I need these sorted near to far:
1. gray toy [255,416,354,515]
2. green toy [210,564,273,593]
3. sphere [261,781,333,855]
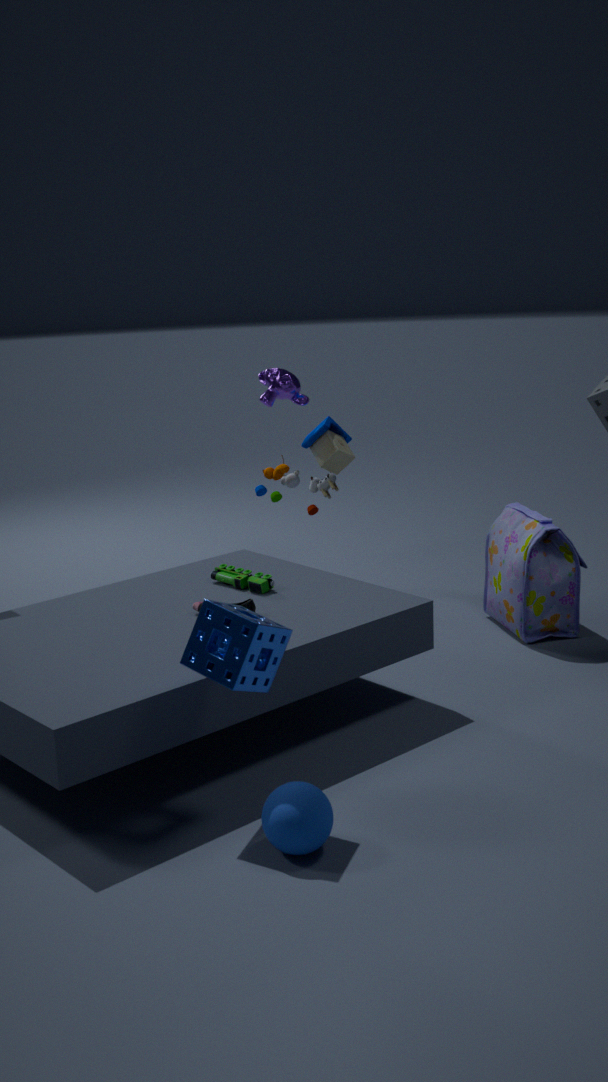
sphere [261,781,333,855] < green toy [210,564,273,593] < gray toy [255,416,354,515]
